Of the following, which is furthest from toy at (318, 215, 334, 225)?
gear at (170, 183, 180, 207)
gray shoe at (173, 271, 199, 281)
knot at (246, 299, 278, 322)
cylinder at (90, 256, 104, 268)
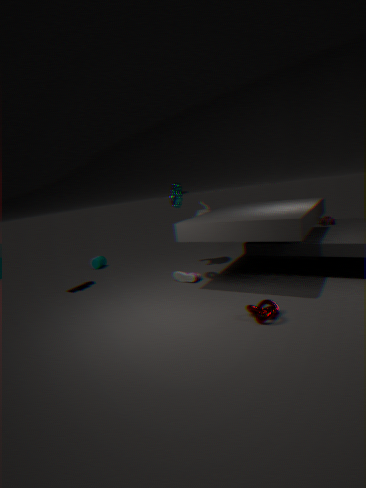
Answer: cylinder at (90, 256, 104, 268)
